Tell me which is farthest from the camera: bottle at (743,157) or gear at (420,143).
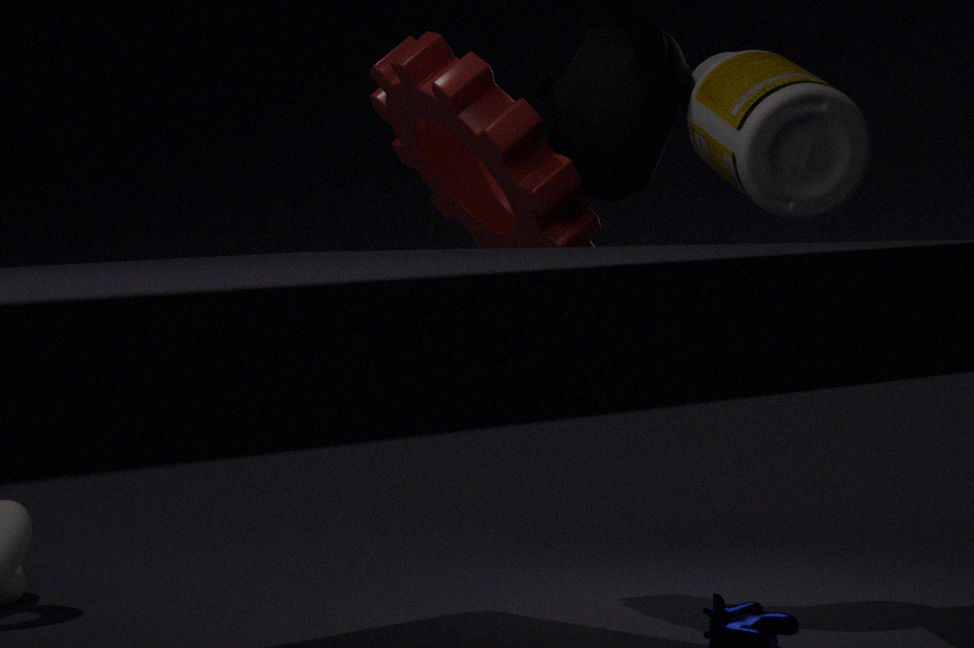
gear at (420,143)
